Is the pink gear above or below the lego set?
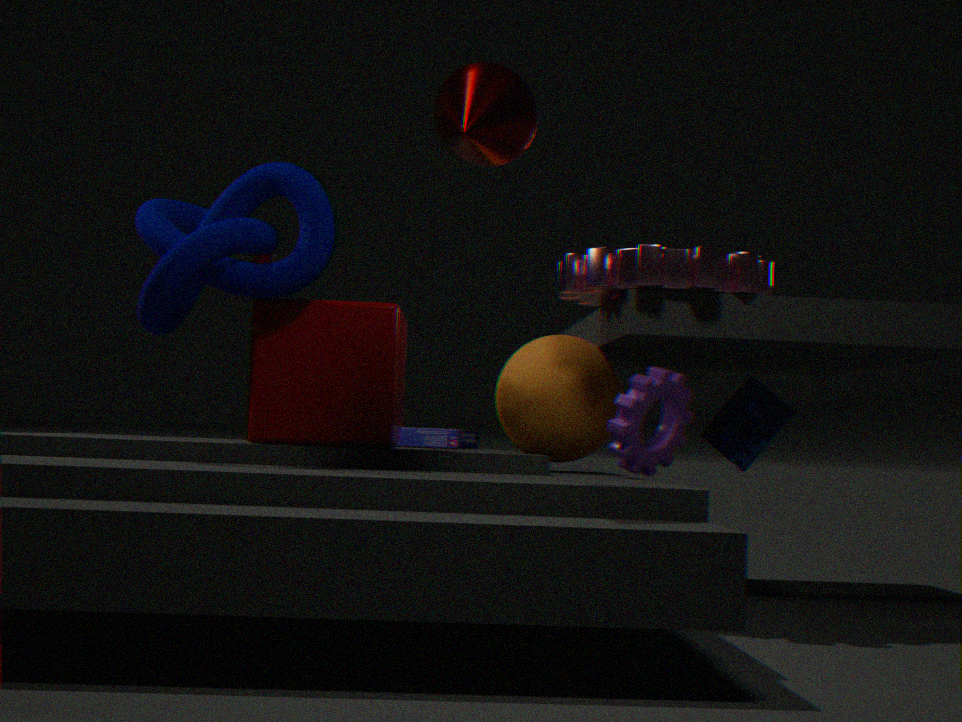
above
